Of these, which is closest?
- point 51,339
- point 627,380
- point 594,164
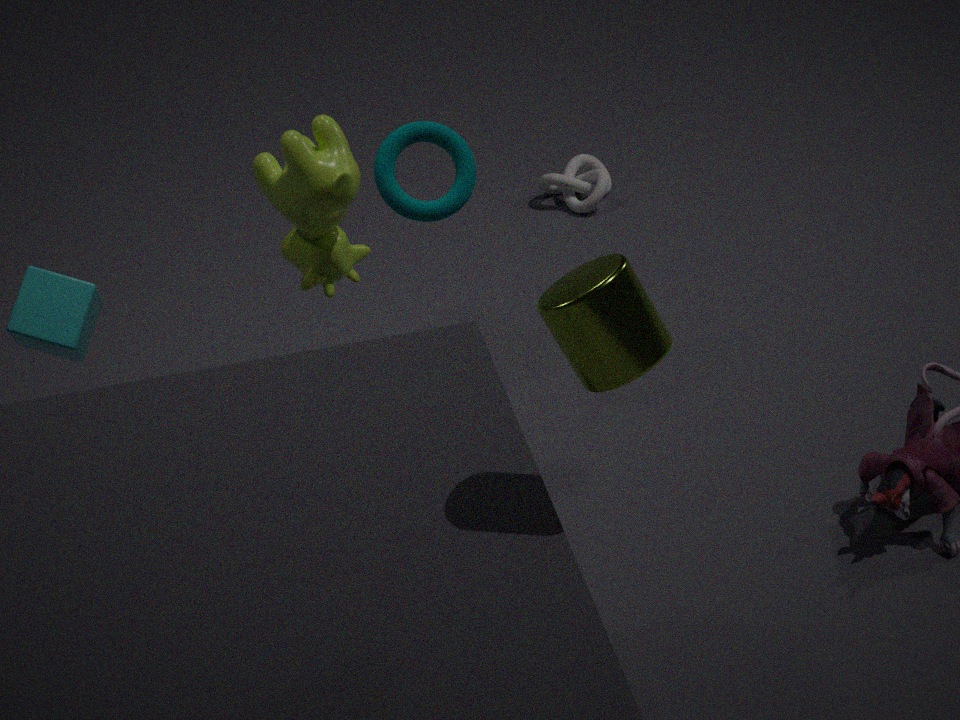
point 627,380
